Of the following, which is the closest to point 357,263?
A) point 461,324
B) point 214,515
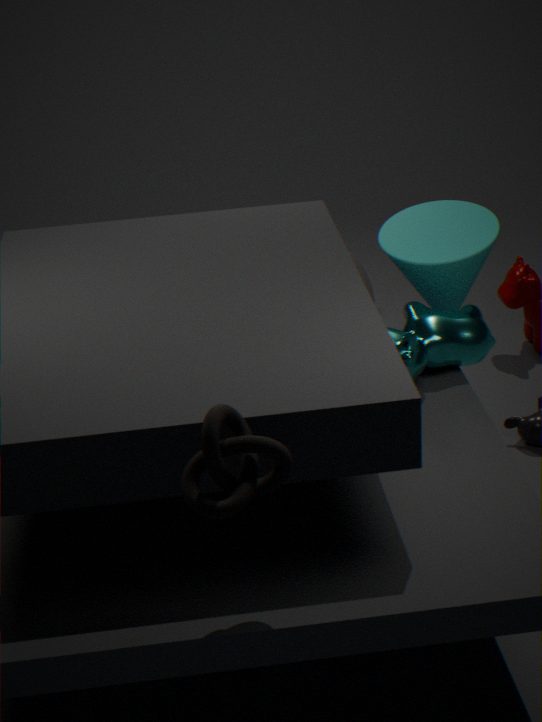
point 461,324
